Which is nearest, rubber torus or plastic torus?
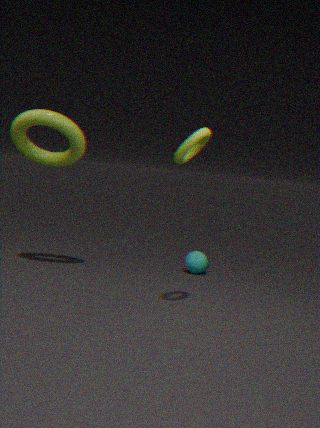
rubber torus
